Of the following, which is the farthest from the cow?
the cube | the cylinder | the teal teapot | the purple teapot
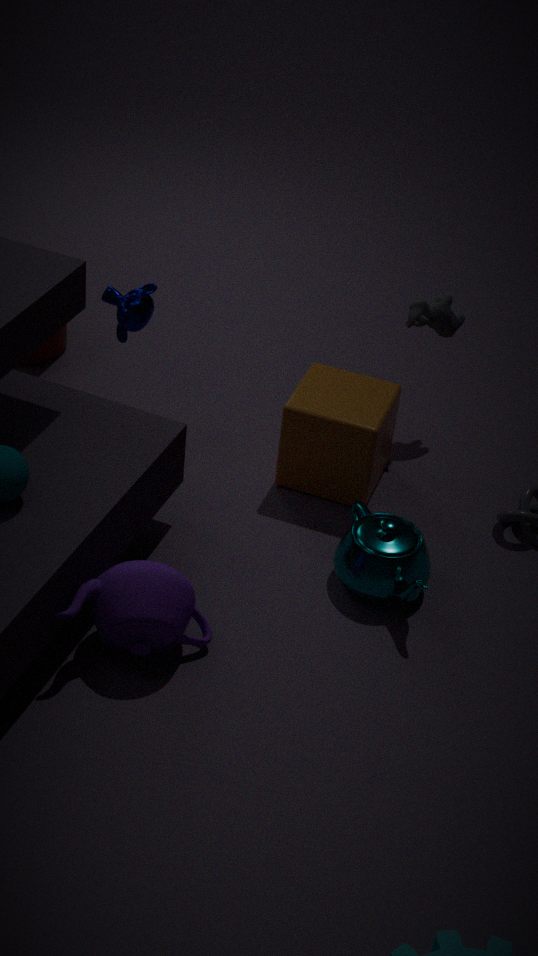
the purple teapot
